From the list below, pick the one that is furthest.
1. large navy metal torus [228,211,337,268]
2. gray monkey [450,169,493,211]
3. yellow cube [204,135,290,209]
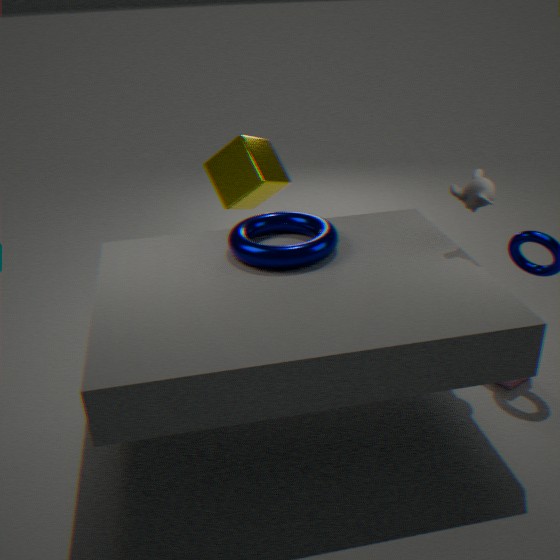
yellow cube [204,135,290,209]
